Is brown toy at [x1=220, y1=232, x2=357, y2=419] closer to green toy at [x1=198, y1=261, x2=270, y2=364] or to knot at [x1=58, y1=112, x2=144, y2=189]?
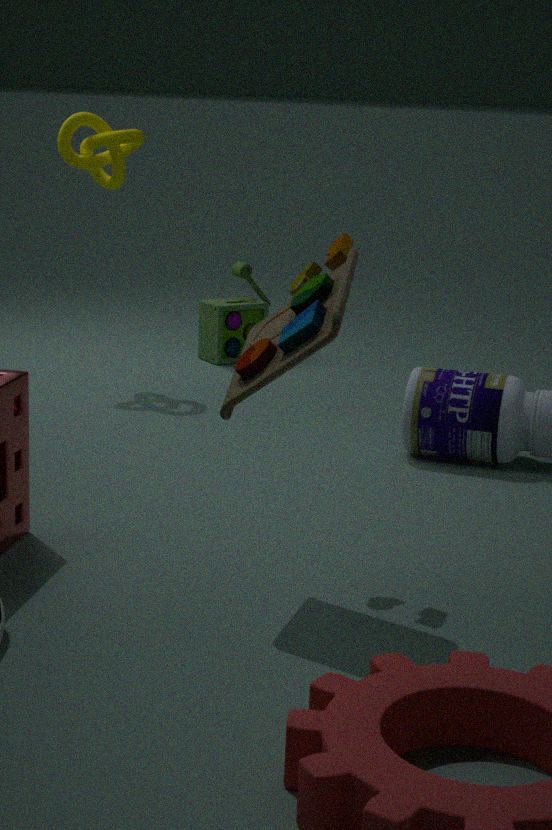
knot at [x1=58, y1=112, x2=144, y2=189]
